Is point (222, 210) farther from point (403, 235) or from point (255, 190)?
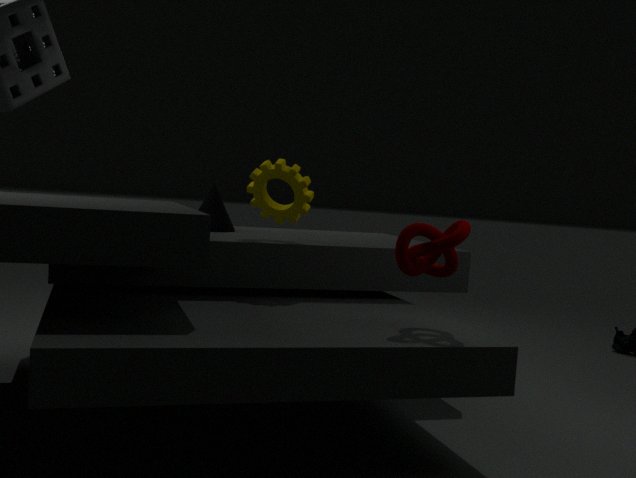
point (403, 235)
